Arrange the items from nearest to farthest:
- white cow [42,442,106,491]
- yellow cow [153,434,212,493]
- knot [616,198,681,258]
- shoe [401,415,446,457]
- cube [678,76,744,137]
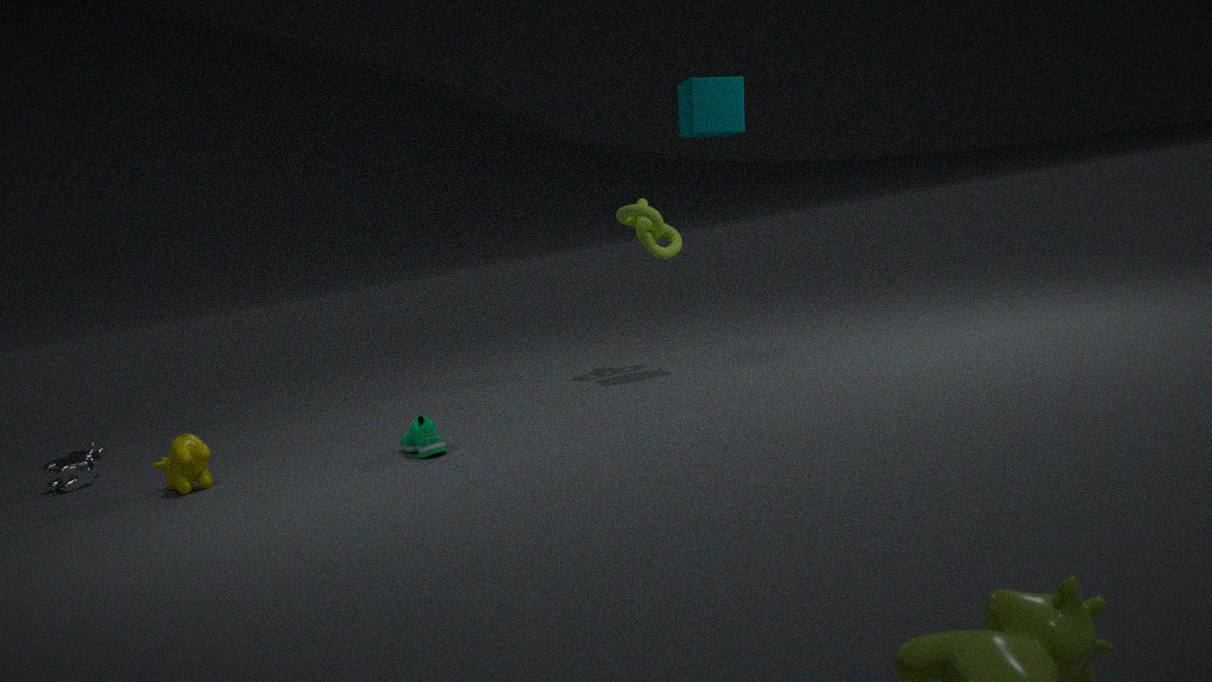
shoe [401,415,446,457] < yellow cow [153,434,212,493] < cube [678,76,744,137] < white cow [42,442,106,491] < knot [616,198,681,258]
